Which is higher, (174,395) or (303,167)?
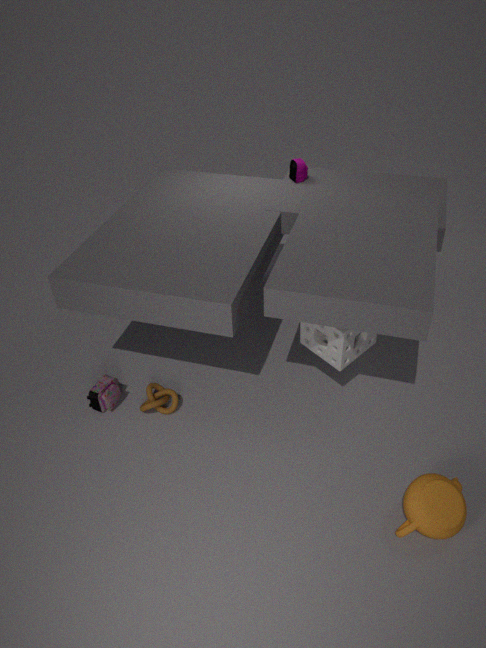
(303,167)
